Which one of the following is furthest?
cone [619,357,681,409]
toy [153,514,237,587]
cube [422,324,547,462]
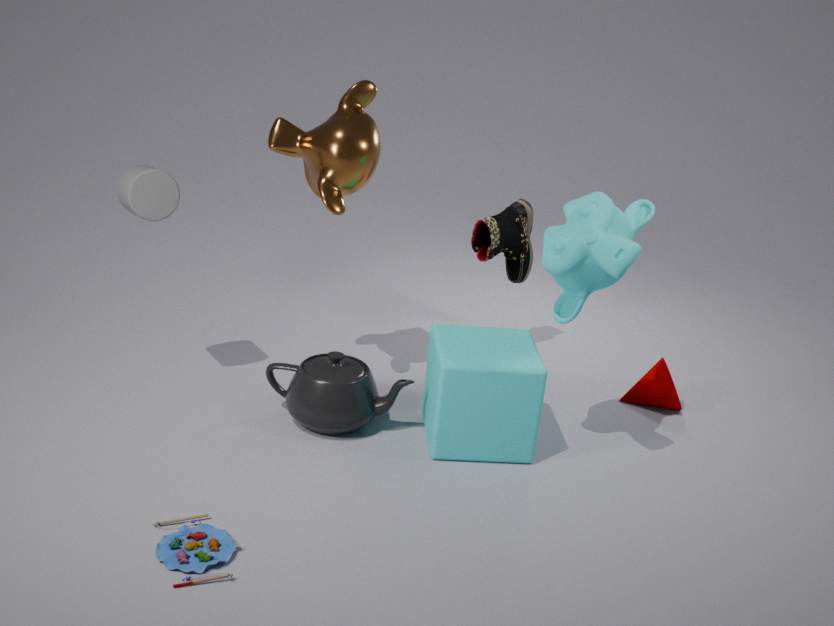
cone [619,357,681,409]
